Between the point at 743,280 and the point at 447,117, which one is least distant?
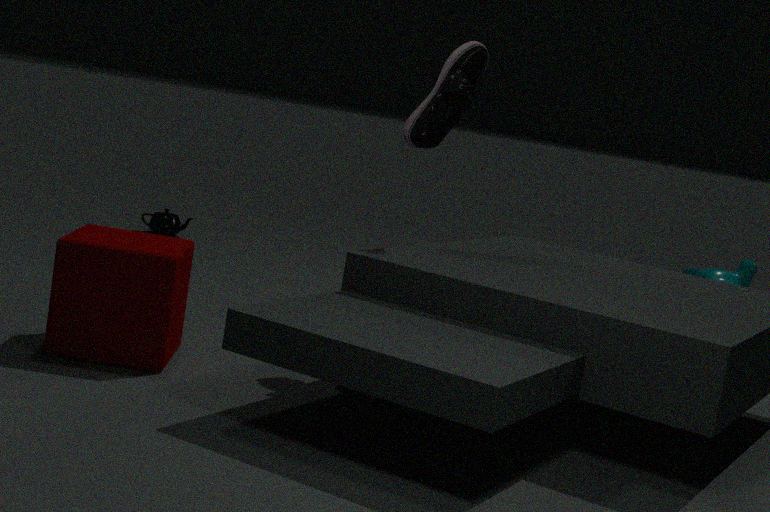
the point at 447,117
